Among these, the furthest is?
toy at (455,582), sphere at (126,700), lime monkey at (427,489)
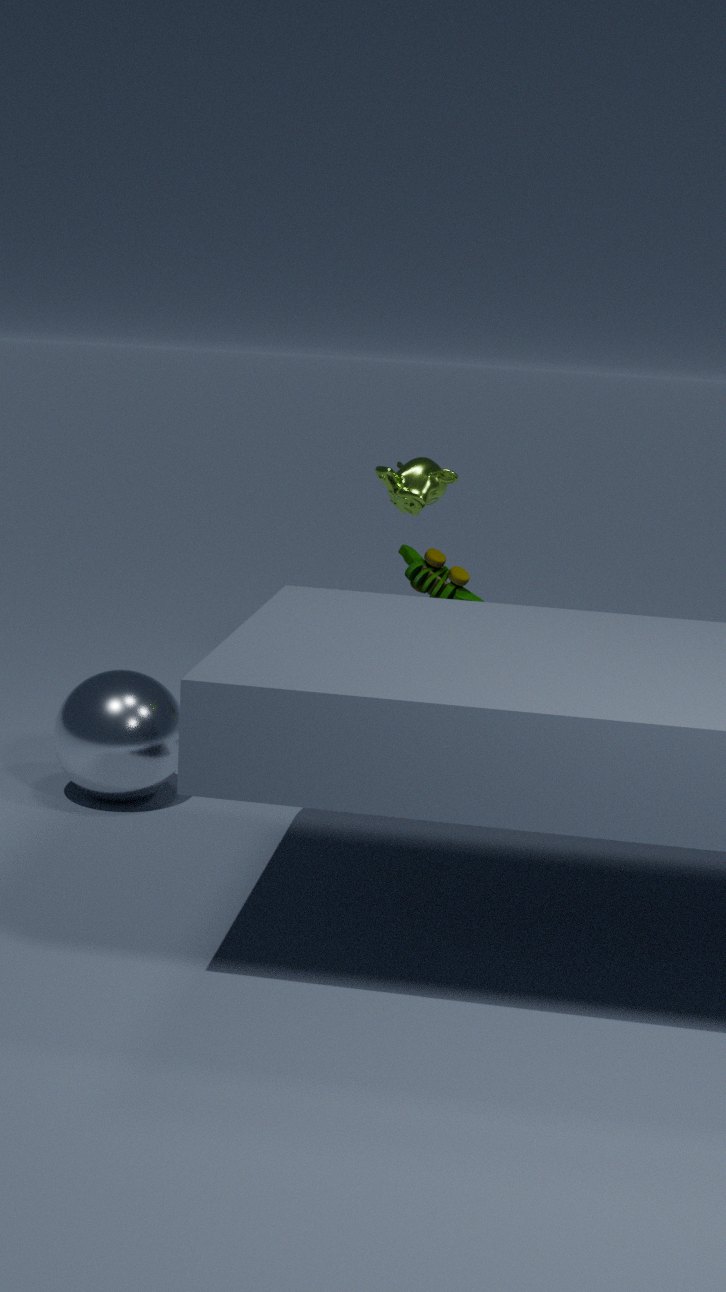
toy at (455,582)
